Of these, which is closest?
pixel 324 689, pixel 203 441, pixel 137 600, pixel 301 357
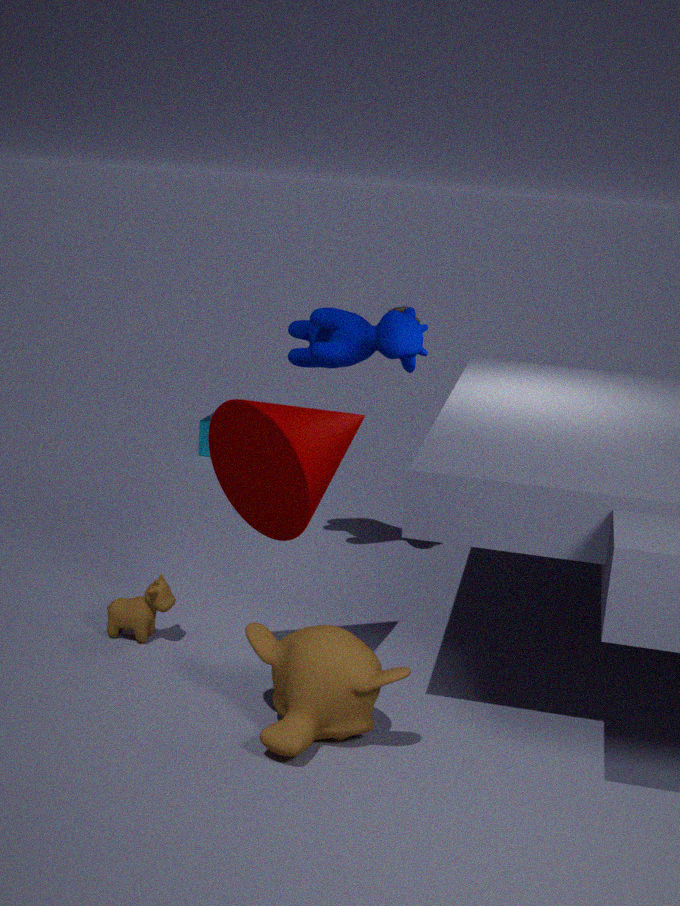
pixel 324 689
